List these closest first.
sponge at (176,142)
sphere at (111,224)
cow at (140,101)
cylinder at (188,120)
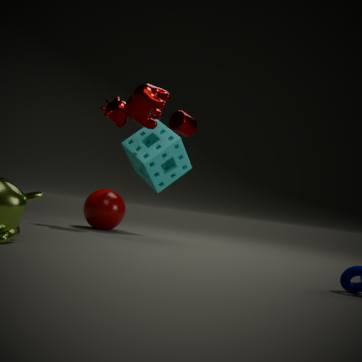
cow at (140,101)
sponge at (176,142)
sphere at (111,224)
cylinder at (188,120)
